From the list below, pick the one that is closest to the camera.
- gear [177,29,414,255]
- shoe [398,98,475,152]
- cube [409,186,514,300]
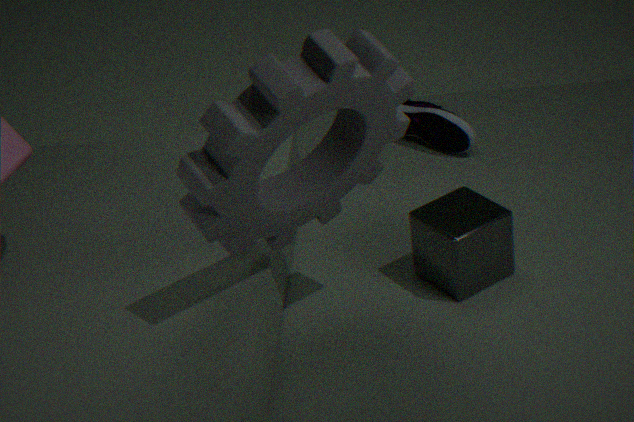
gear [177,29,414,255]
